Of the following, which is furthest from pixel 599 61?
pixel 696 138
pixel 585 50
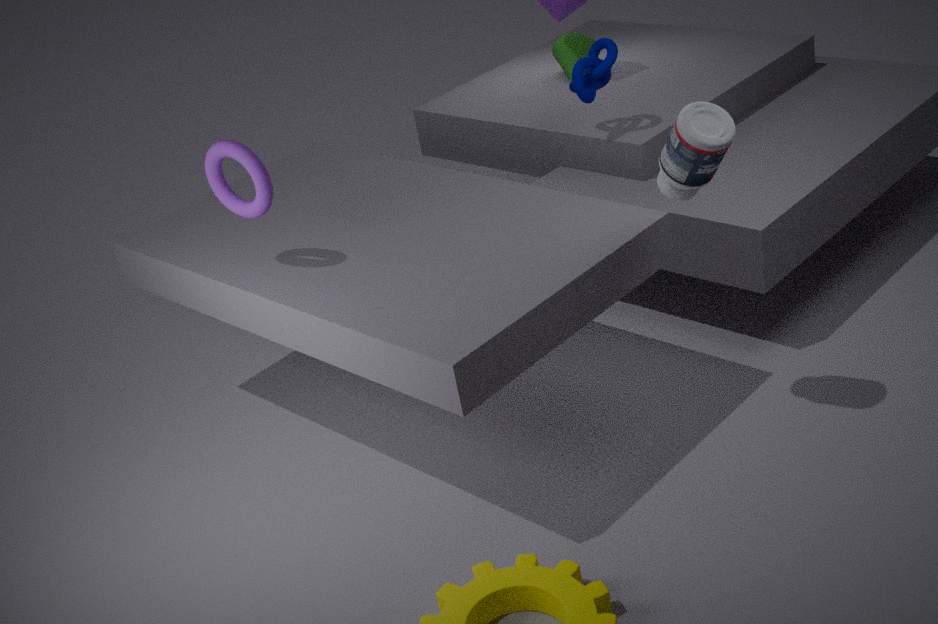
pixel 696 138
